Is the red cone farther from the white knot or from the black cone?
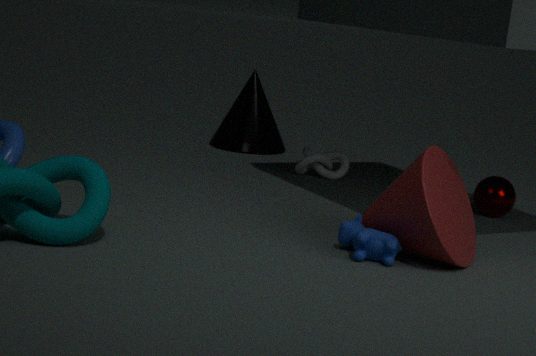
the black cone
